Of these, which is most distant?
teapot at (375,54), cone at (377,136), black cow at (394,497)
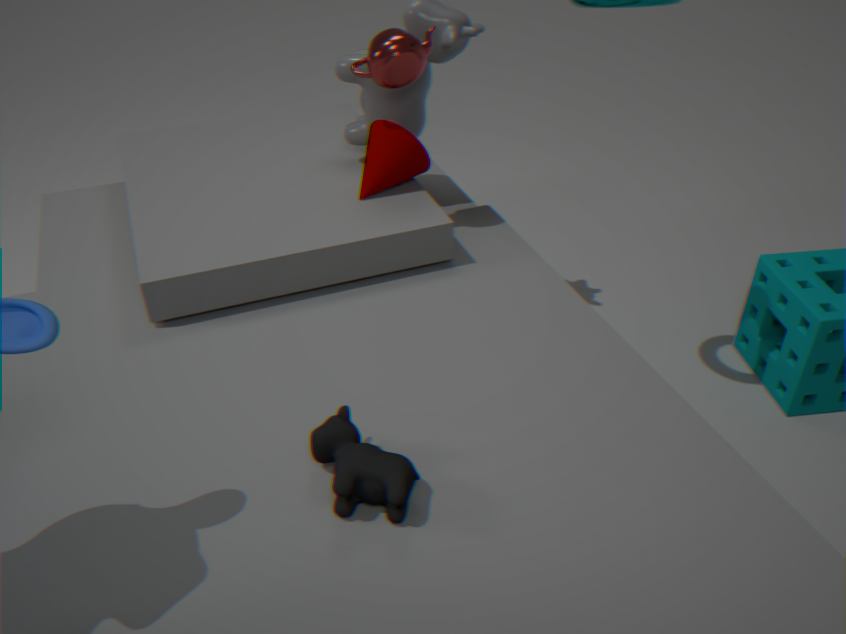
cone at (377,136)
